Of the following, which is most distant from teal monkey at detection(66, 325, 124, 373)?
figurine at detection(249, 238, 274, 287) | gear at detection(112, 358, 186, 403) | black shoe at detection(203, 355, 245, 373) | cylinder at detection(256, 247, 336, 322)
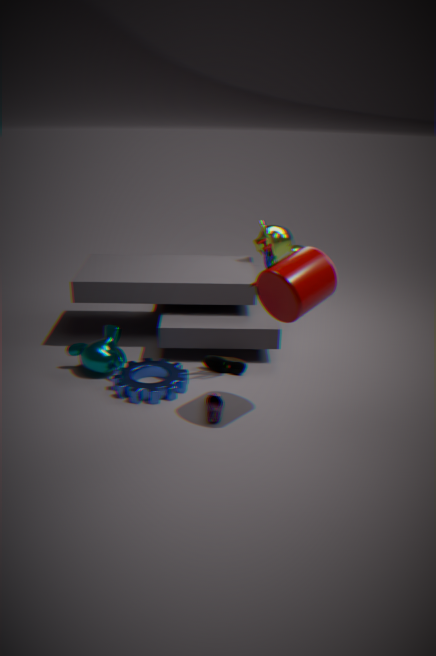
cylinder at detection(256, 247, 336, 322)
